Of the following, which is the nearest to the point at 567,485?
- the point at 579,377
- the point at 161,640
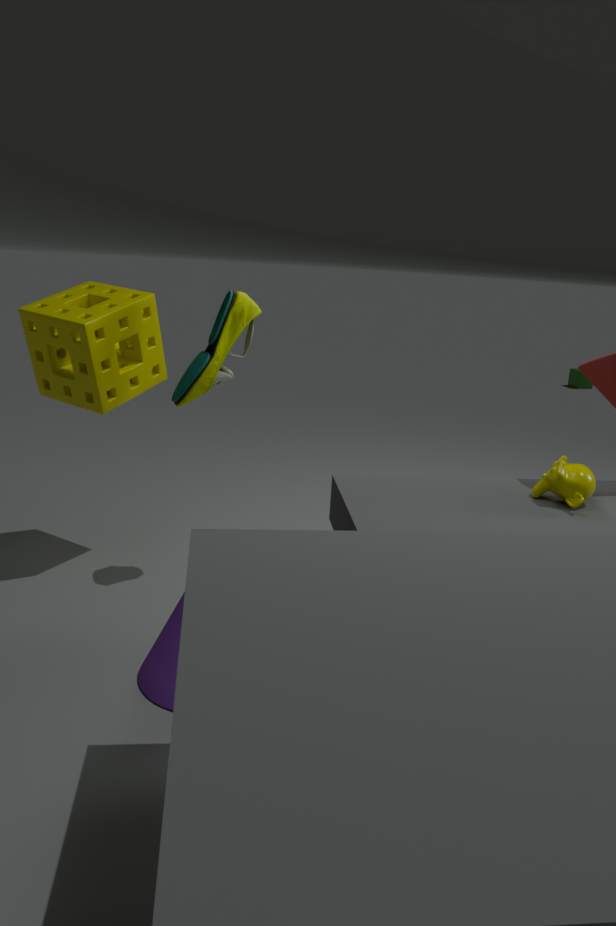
the point at 161,640
